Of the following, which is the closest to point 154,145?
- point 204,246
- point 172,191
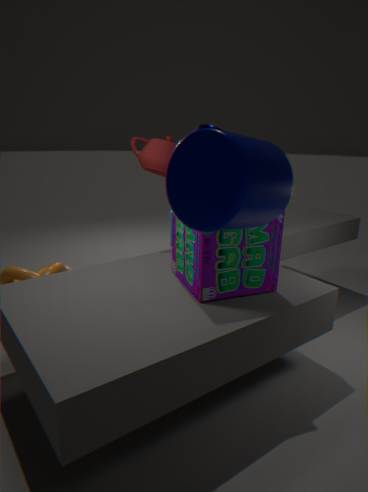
point 204,246
